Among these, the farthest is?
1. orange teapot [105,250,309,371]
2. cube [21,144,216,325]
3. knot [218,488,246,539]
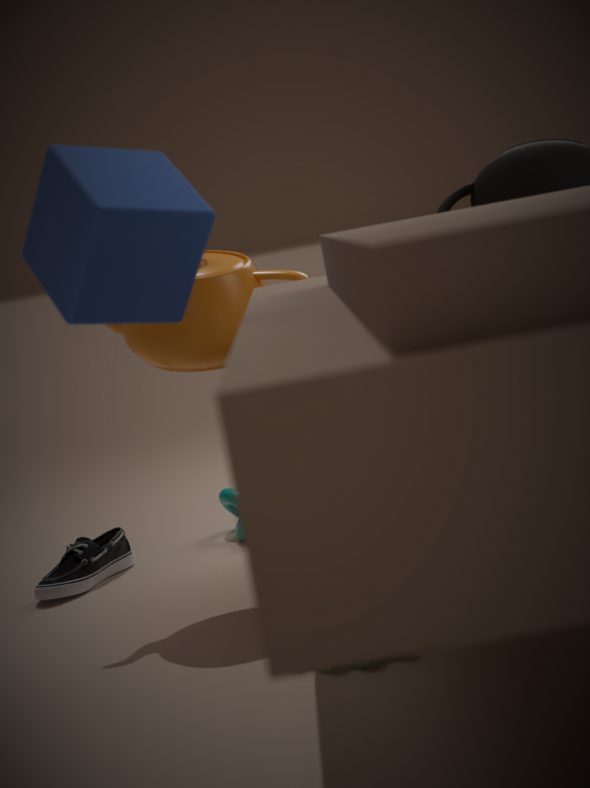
orange teapot [105,250,309,371]
